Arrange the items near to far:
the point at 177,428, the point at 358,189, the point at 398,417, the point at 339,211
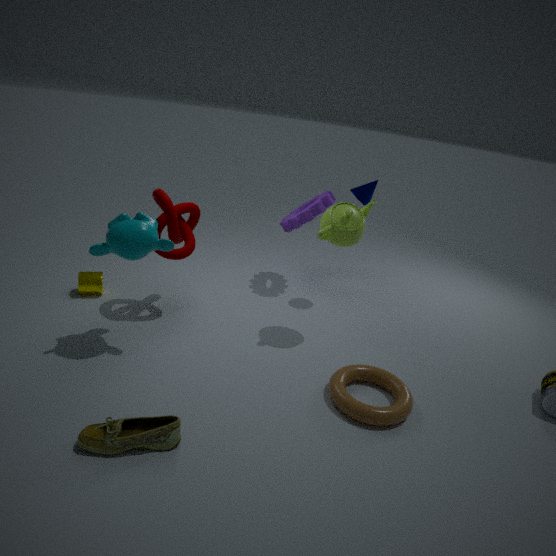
the point at 177,428, the point at 398,417, the point at 339,211, the point at 358,189
